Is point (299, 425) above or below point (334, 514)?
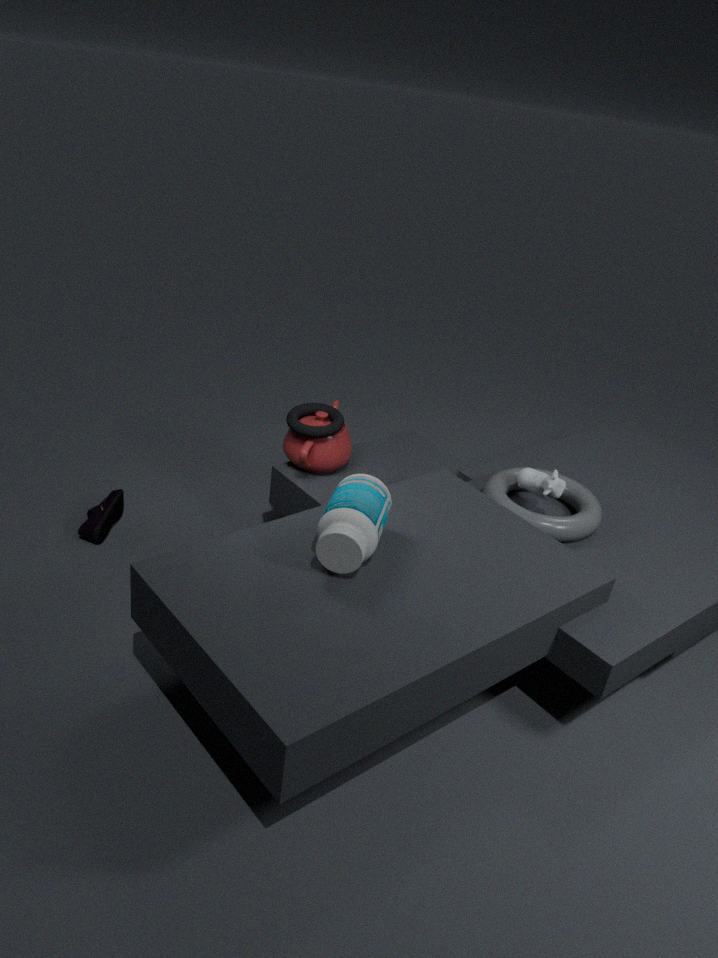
below
